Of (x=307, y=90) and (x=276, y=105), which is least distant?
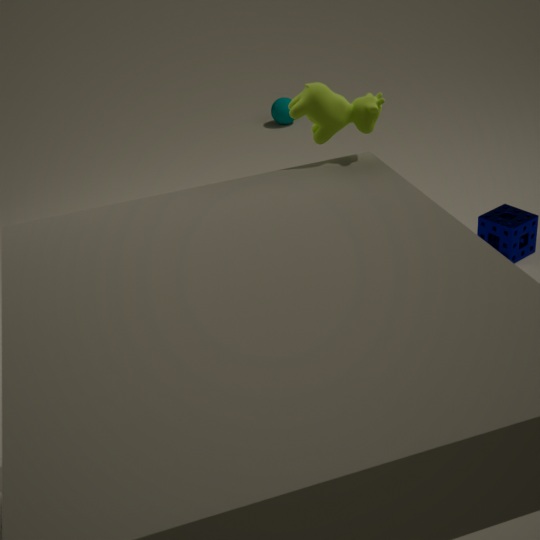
(x=307, y=90)
